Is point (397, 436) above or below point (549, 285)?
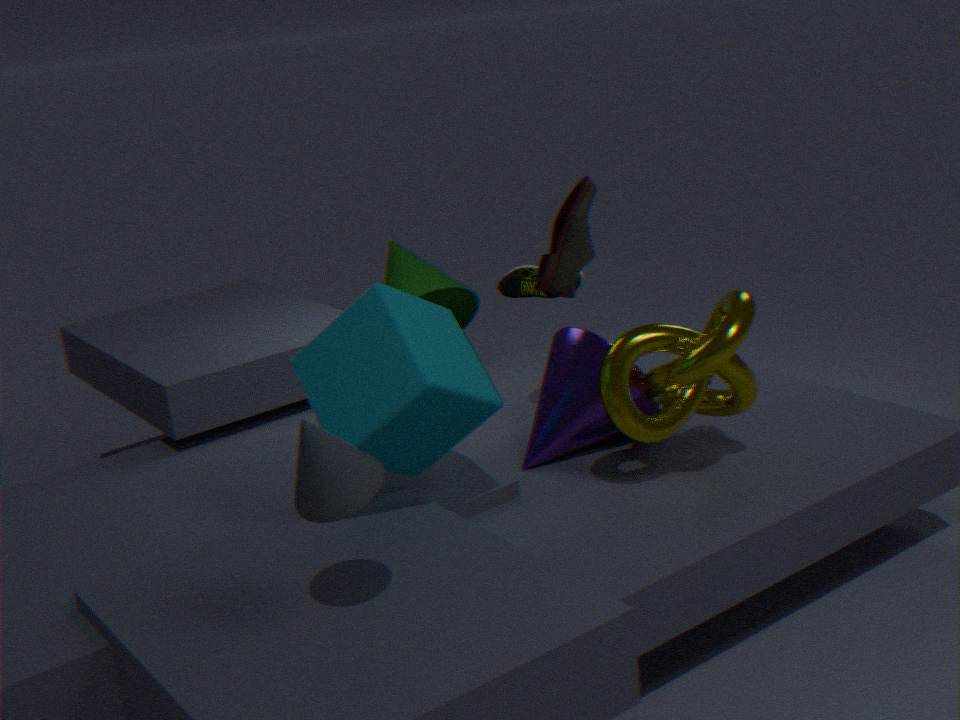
below
